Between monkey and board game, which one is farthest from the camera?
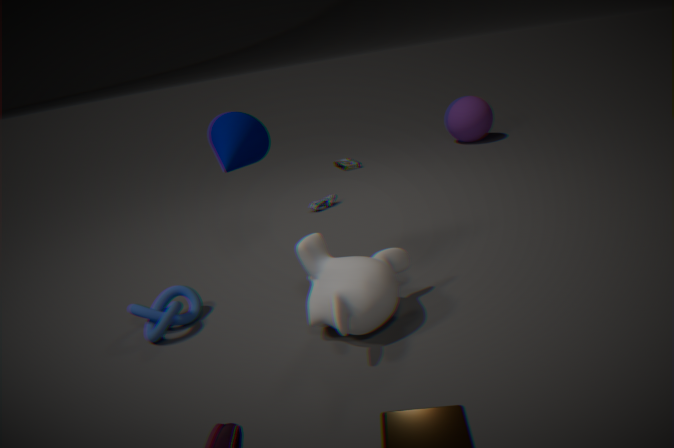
board game
